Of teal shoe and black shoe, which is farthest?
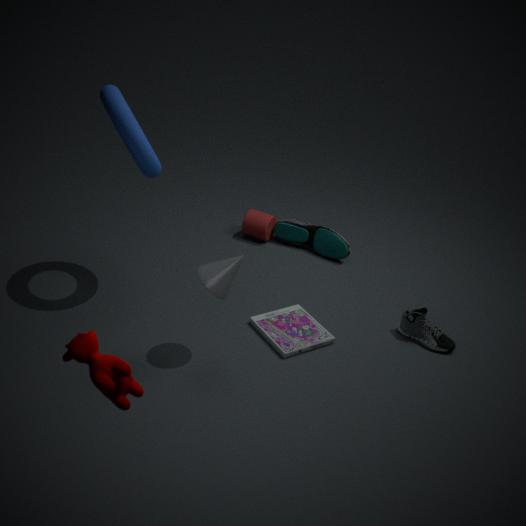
teal shoe
